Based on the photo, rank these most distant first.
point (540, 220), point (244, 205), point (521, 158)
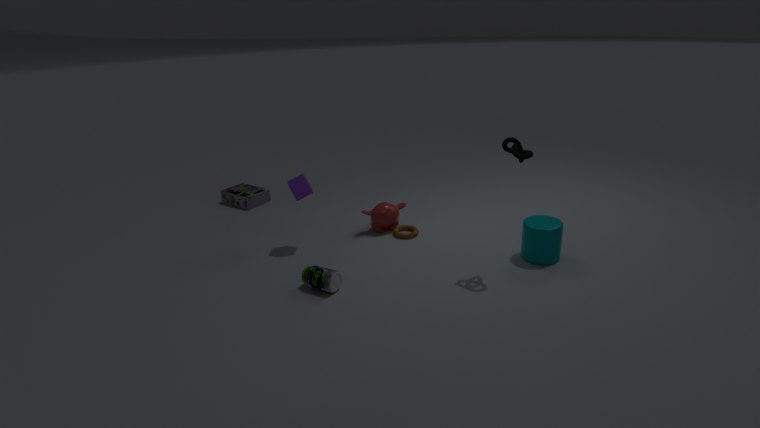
point (244, 205) < point (540, 220) < point (521, 158)
